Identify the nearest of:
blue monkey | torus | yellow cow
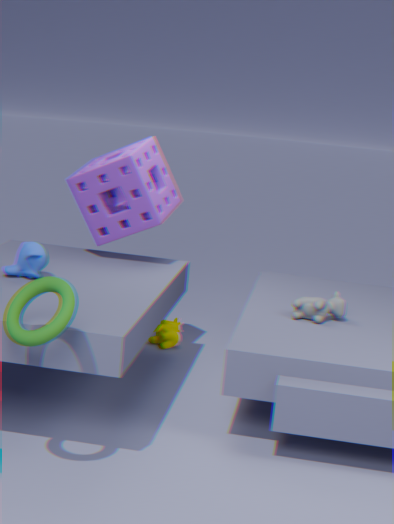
torus
